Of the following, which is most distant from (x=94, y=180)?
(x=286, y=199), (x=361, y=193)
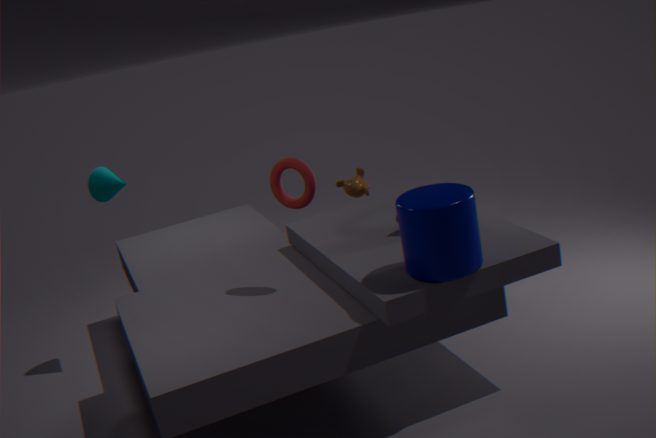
(x=361, y=193)
